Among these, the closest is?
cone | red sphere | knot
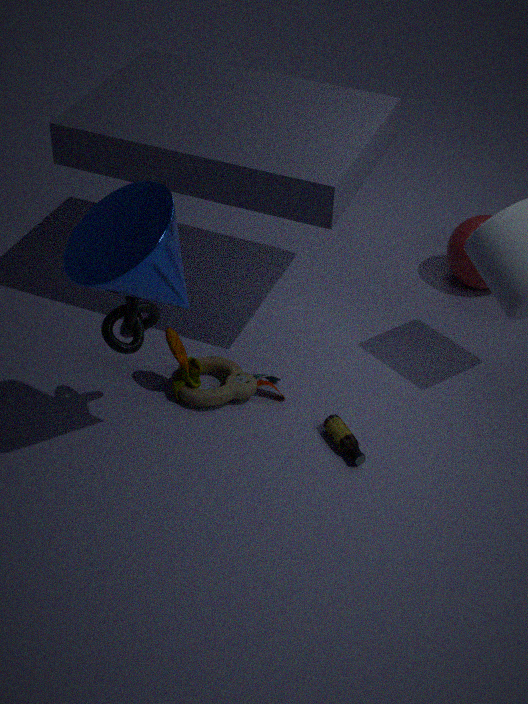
cone
